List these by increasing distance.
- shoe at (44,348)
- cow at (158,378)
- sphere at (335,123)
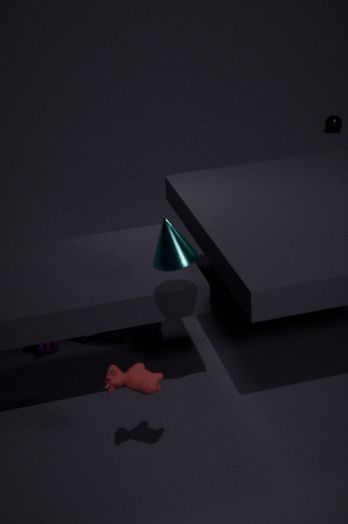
cow at (158,378), shoe at (44,348), sphere at (335,123)
